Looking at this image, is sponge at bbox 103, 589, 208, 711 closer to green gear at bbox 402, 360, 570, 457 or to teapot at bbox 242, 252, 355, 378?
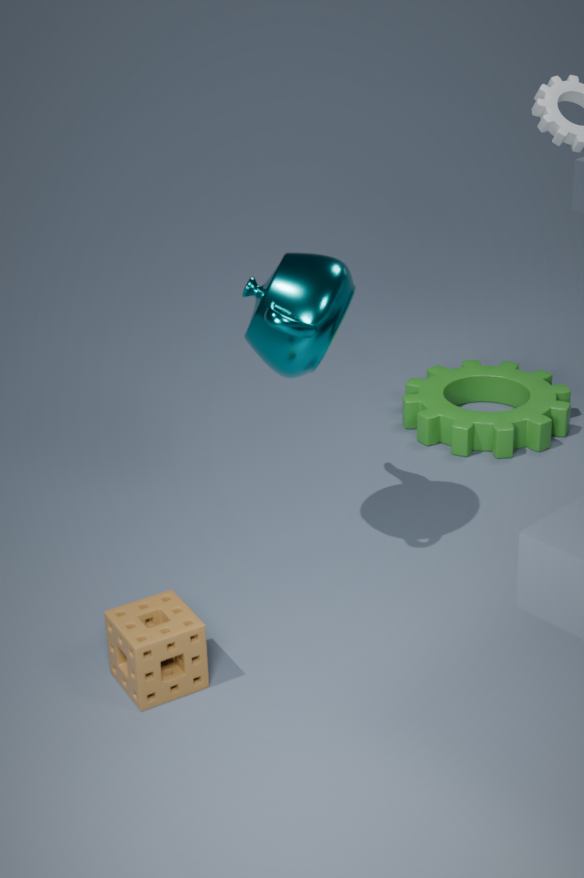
teapot at bbox 242, 252, 355, 378
